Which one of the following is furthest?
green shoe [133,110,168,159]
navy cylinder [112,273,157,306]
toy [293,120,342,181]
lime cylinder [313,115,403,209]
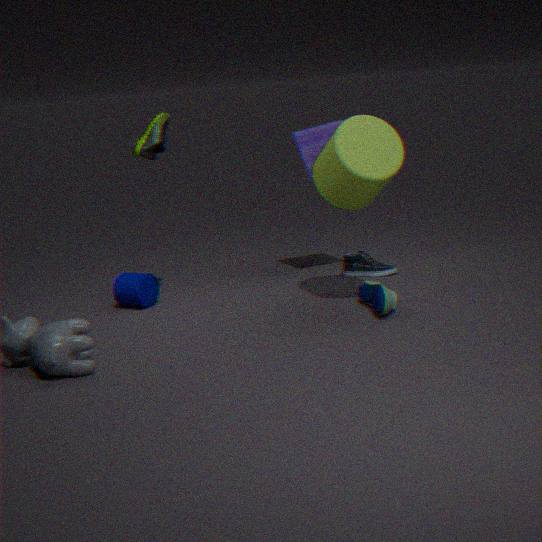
toy [293,120,342,181]
